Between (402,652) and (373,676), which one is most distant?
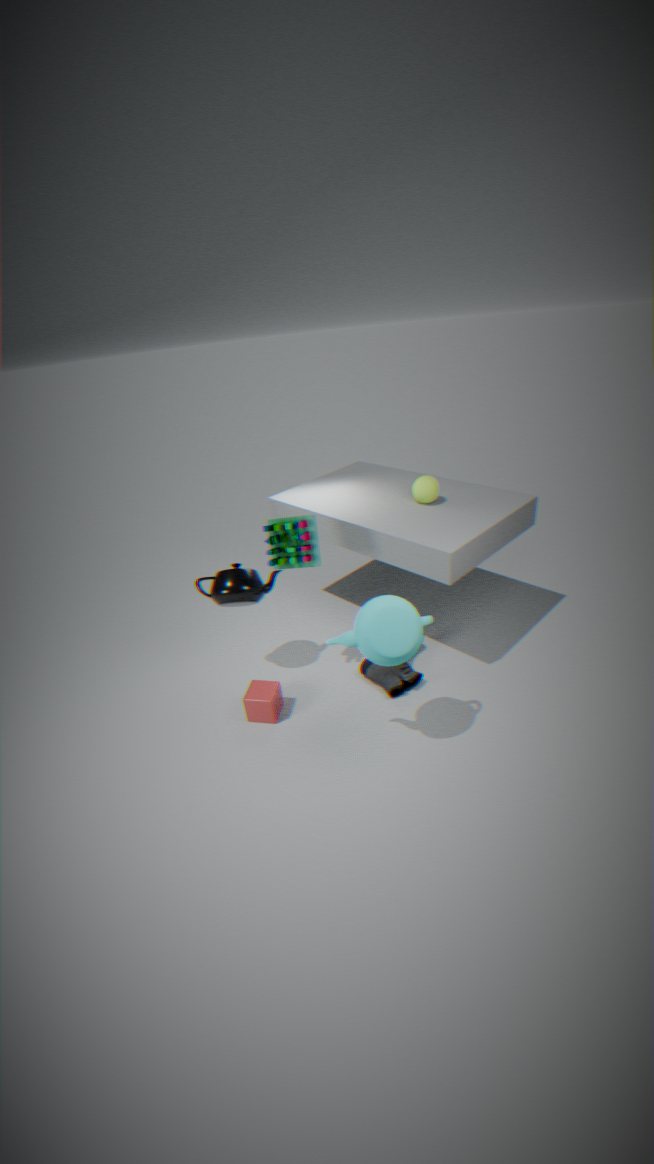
(373,676)
